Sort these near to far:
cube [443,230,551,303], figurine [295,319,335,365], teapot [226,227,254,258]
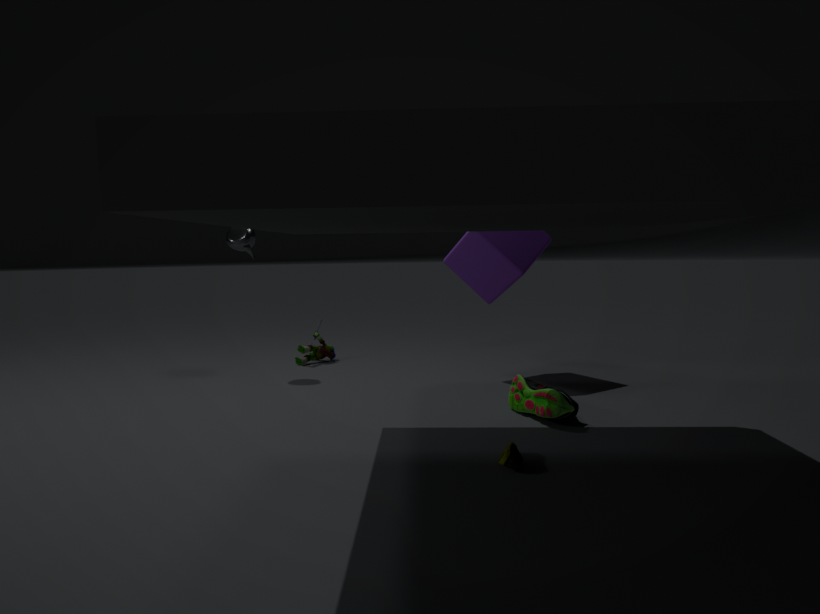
cube [443,230,551,303] < teapot [226,227,254,258] < figurine [295,319,335,365]
